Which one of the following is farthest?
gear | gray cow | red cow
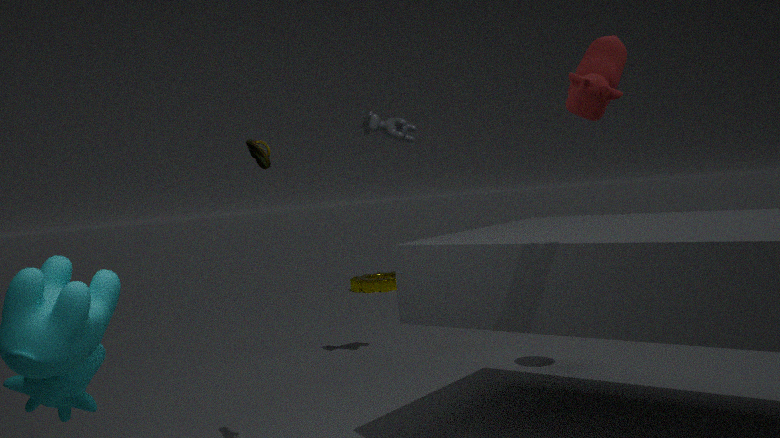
gear
